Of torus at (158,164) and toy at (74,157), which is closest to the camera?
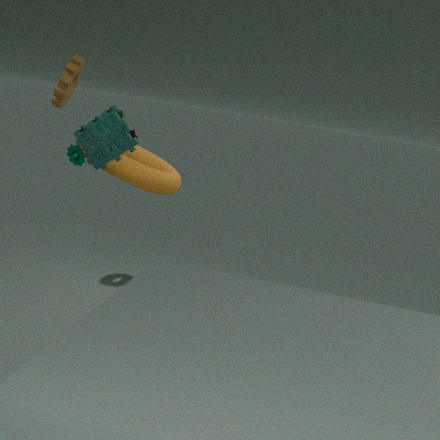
toy at (74,157)
